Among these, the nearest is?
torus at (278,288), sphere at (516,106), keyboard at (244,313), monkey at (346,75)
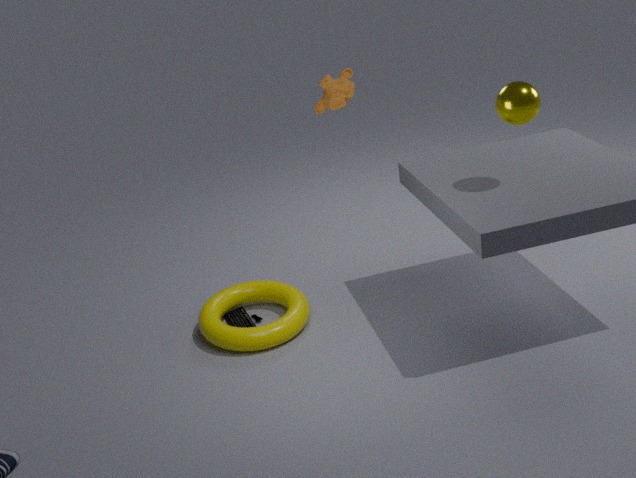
sphere at (516,106)
